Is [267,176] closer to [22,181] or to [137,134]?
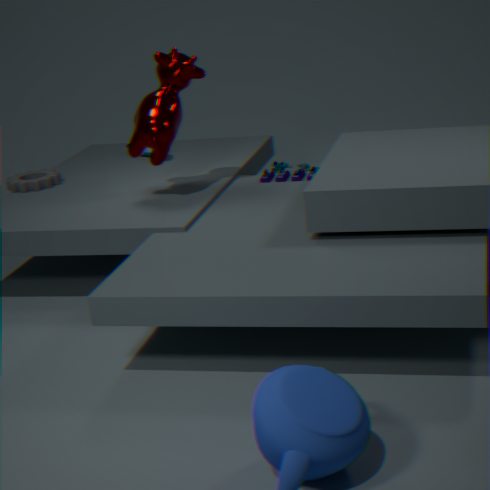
[137,134]
